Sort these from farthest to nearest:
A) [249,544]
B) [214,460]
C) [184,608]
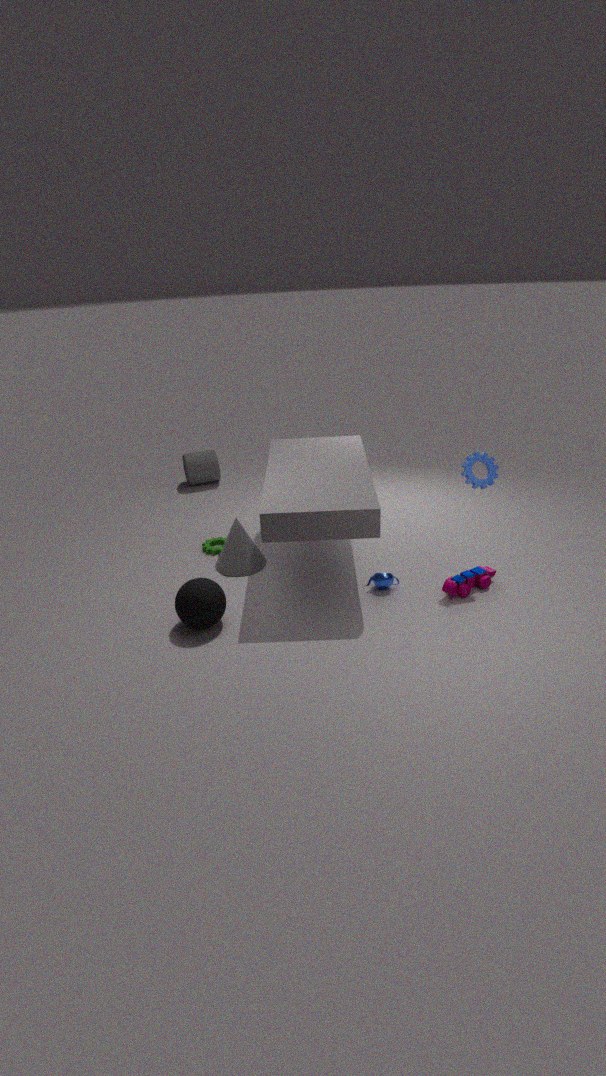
[214,460]
[249,544]
[184,608]
